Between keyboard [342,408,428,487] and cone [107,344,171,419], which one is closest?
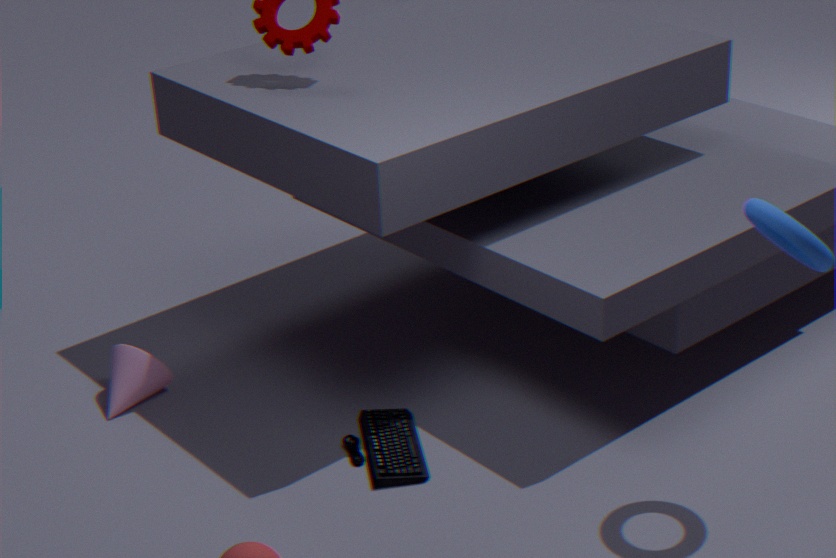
keyboard [342,408,428,487]
